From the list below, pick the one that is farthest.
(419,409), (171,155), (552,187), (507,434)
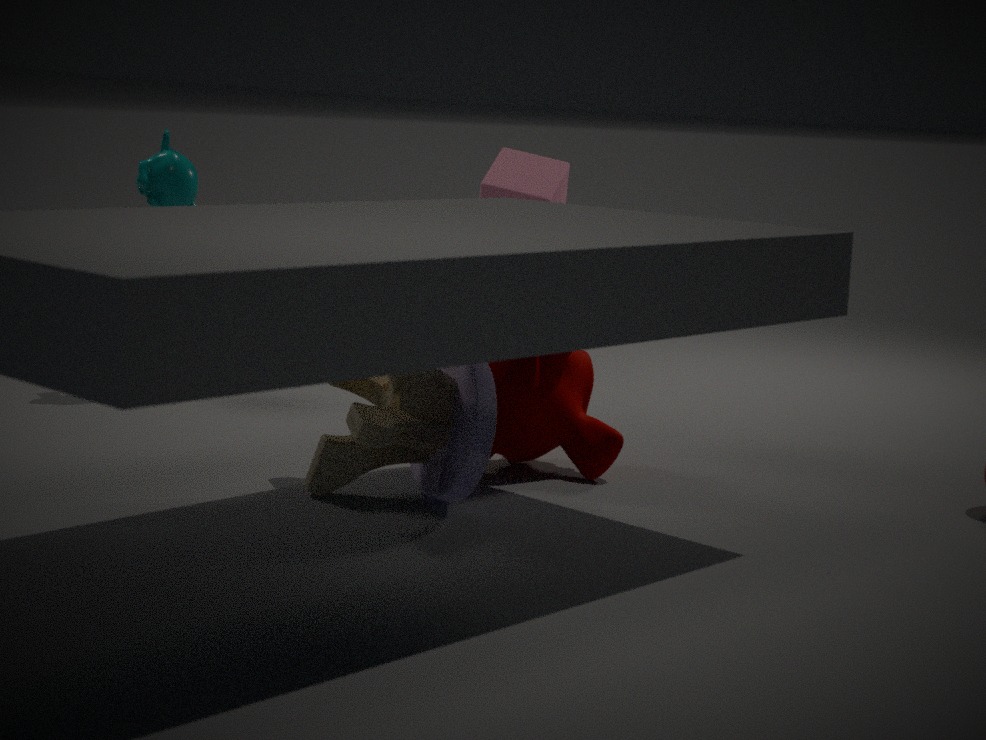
(171,155)
